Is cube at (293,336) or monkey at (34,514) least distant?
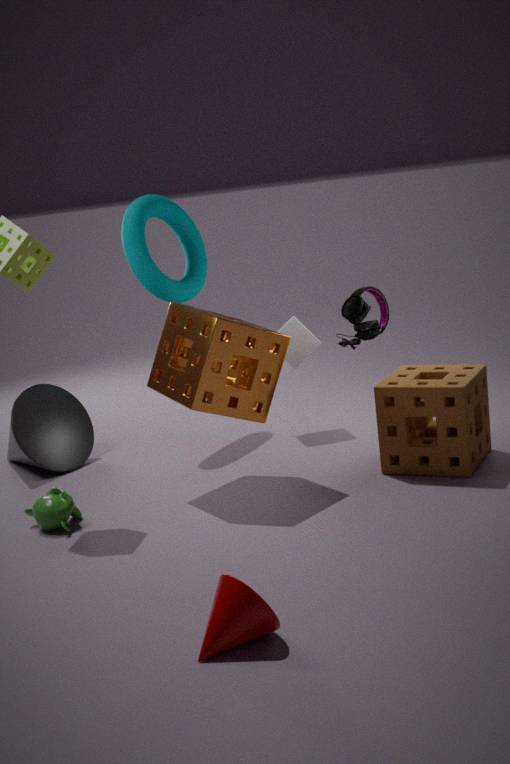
monkey at (34,514)
